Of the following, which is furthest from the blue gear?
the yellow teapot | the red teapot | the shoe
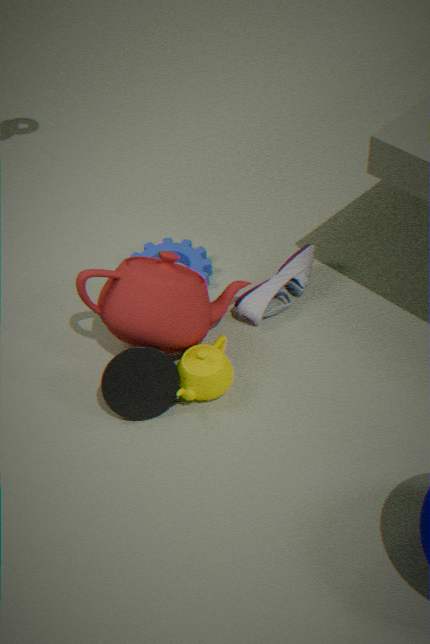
the yellow teapot
